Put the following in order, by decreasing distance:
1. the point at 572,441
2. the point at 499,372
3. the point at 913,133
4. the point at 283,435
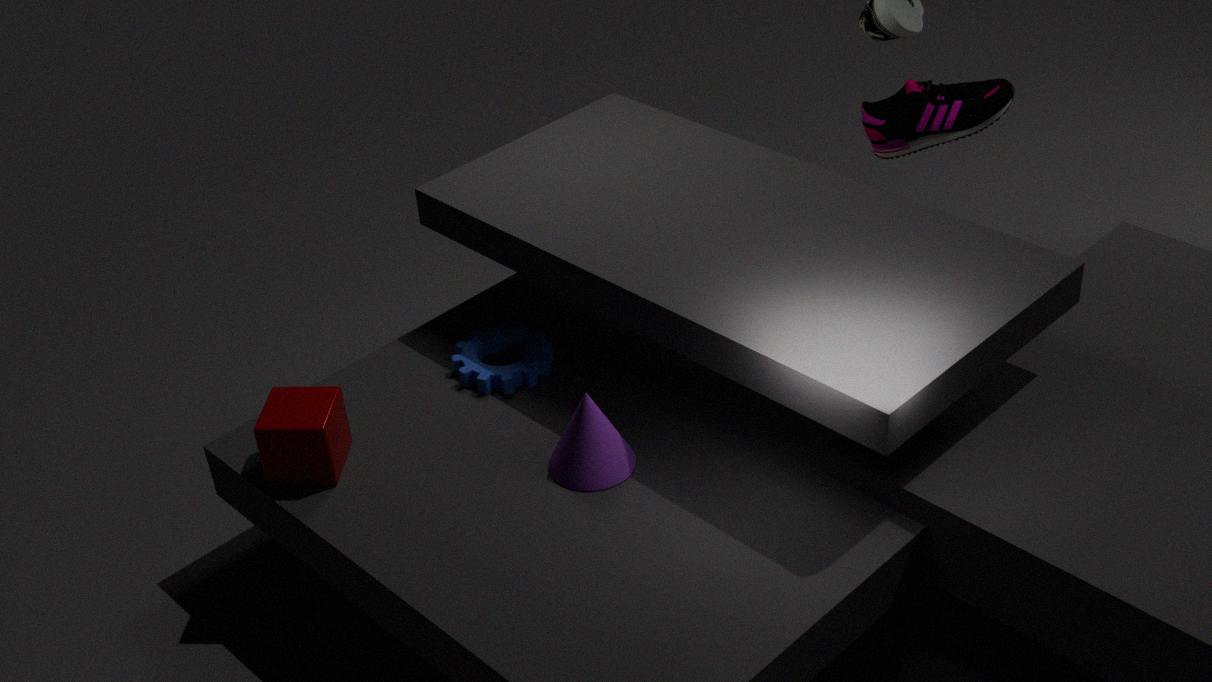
the point at 913,133 < the point at 499,372 < the point at 283,435 < the point at 572,441
